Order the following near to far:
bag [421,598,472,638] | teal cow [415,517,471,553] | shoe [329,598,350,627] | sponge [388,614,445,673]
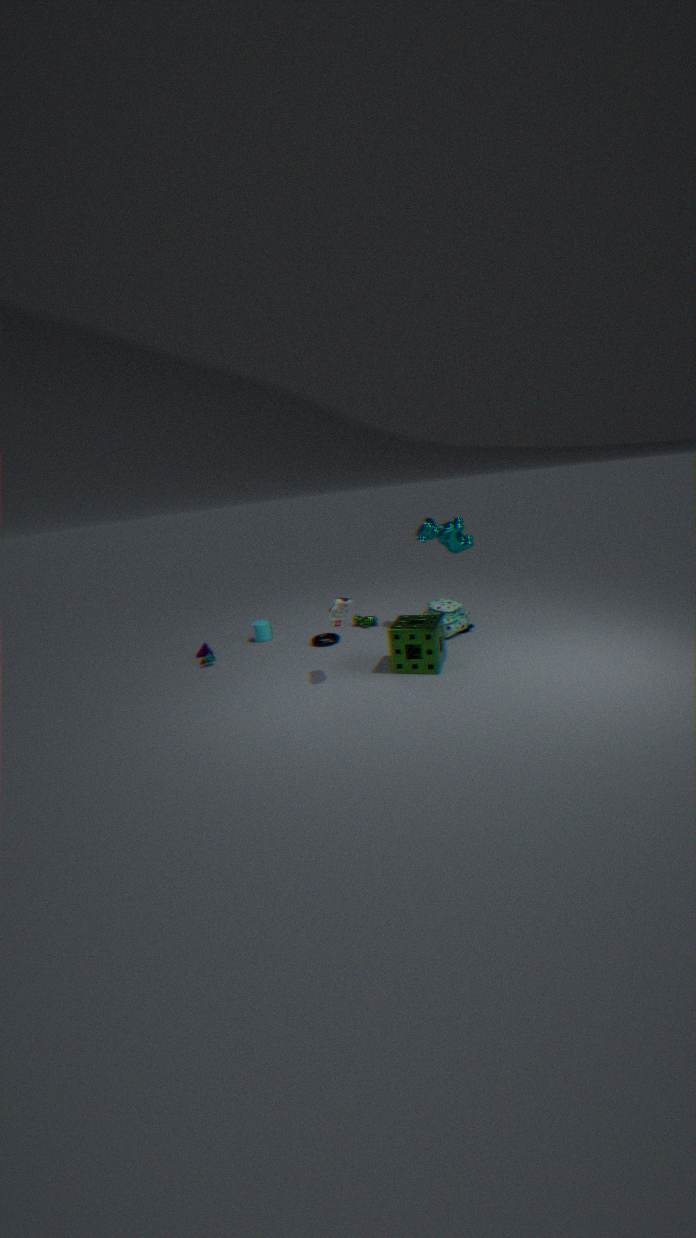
shoe [329,598,350,627] < sponge [388,614,445,673] < bag [421,598,472,638] < teal cow [415,517,471,553]
